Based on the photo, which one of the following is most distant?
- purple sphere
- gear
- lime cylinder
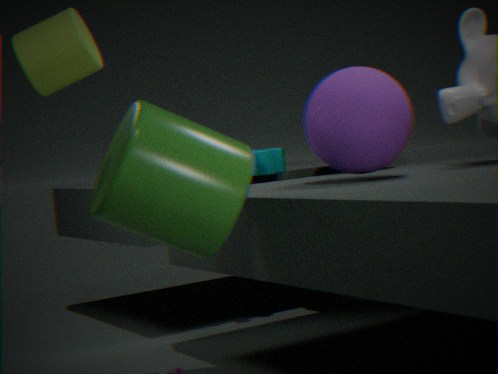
gear
